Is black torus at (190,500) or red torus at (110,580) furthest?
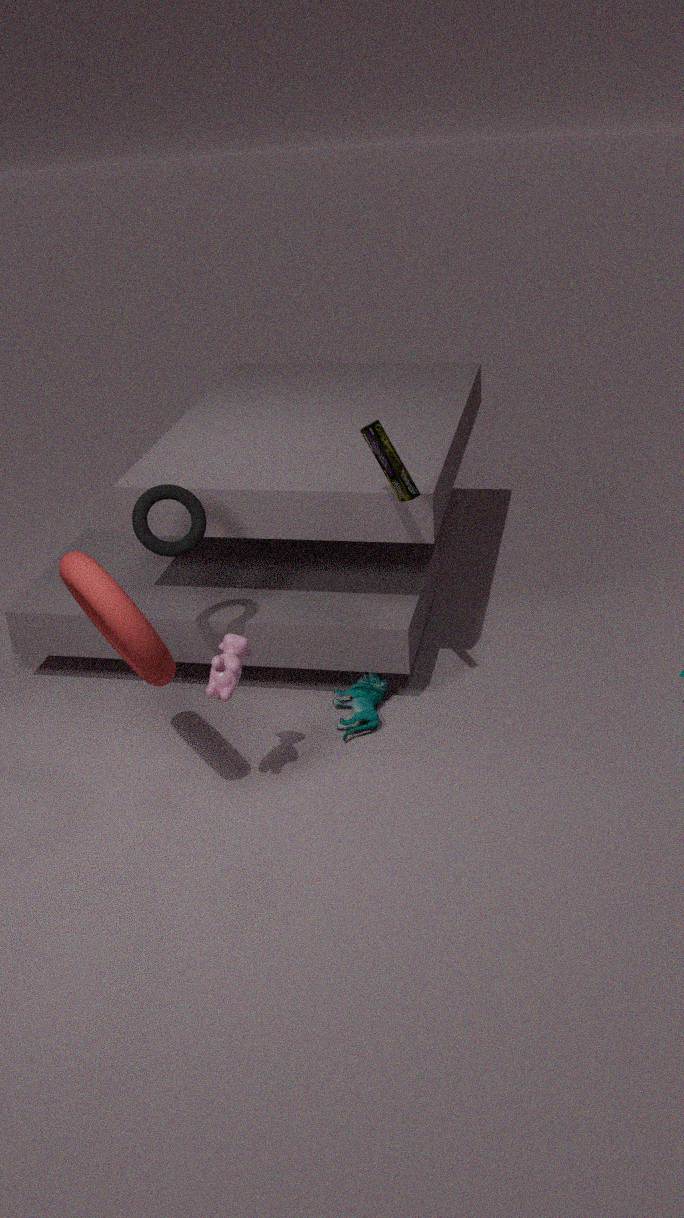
black torus at (190,500)
